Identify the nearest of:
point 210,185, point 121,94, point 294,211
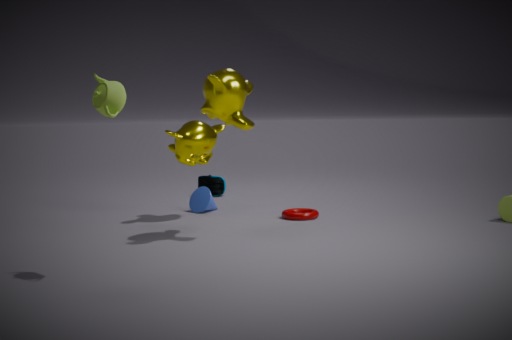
point 121,94
